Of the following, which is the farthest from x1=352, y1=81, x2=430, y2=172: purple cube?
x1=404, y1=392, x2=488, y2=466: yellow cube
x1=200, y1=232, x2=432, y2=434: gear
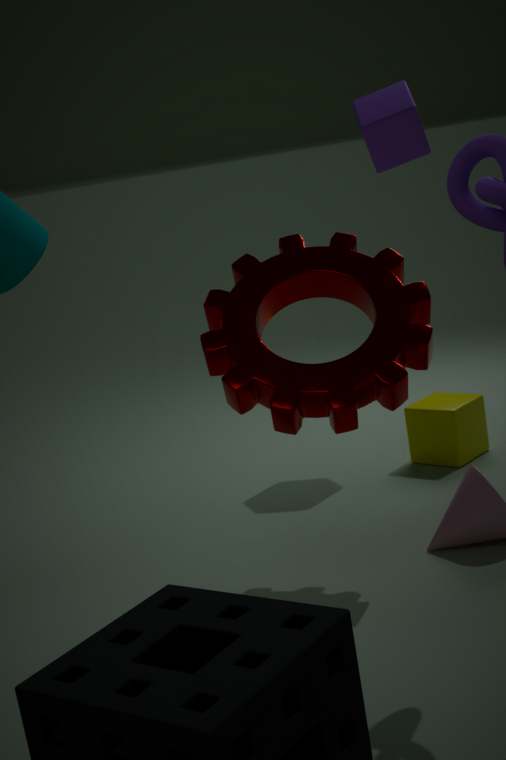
x1=200, y1=232, x2=432, y2=434: gear
